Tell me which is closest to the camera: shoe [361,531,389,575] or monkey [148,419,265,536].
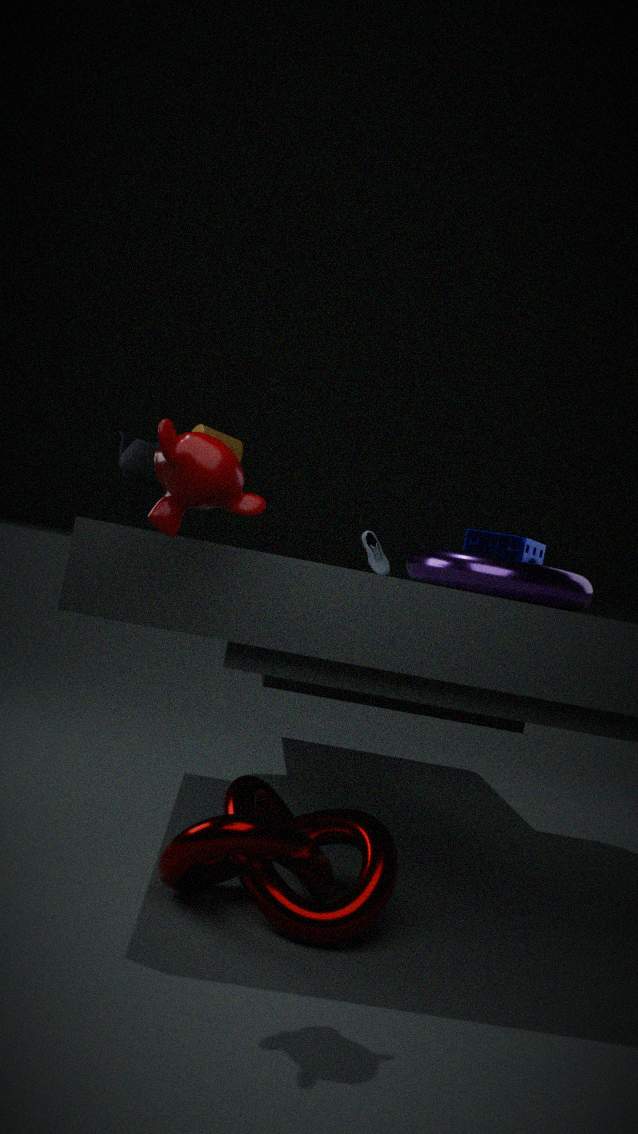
monkey [148,419,265,536]
